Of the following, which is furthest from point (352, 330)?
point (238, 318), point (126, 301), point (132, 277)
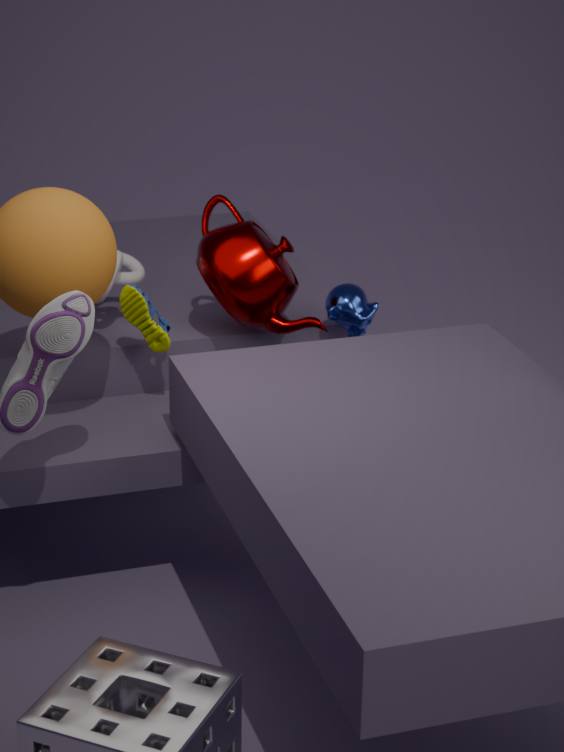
point (132, 277)
